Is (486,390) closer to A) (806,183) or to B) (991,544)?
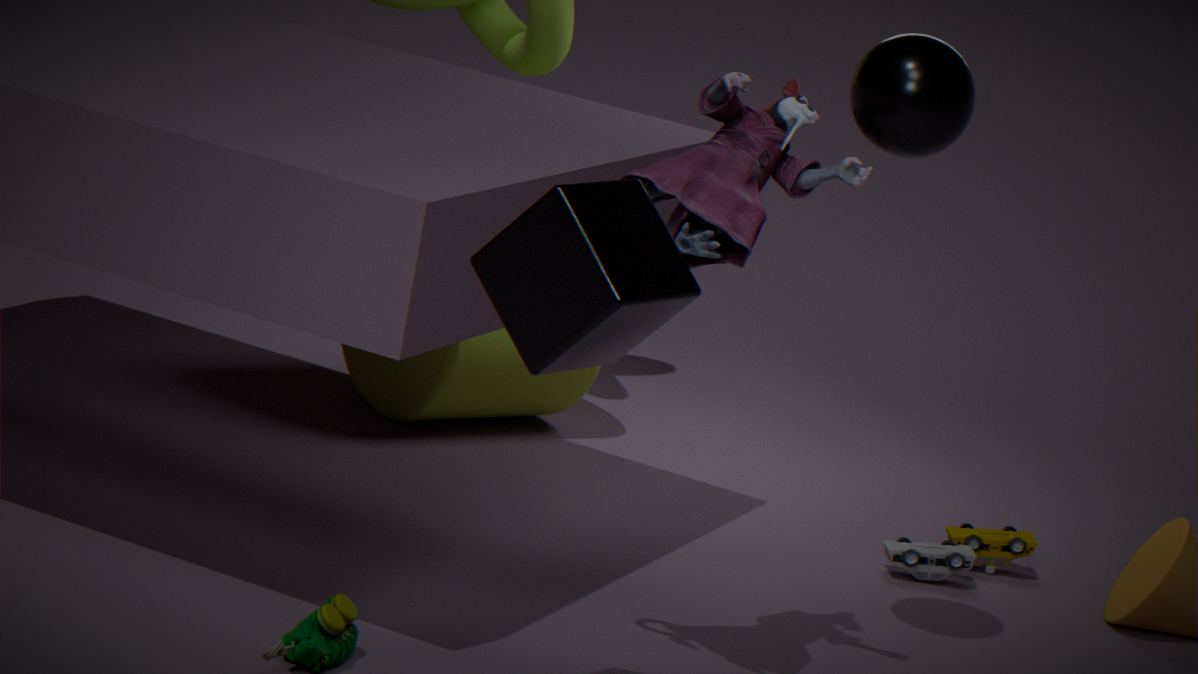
B) (991,544)
